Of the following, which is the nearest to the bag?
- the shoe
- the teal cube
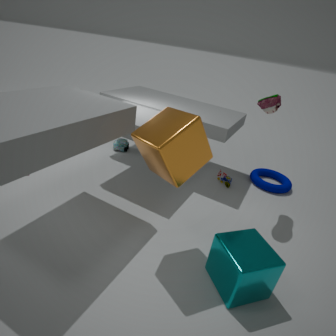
the shoe
